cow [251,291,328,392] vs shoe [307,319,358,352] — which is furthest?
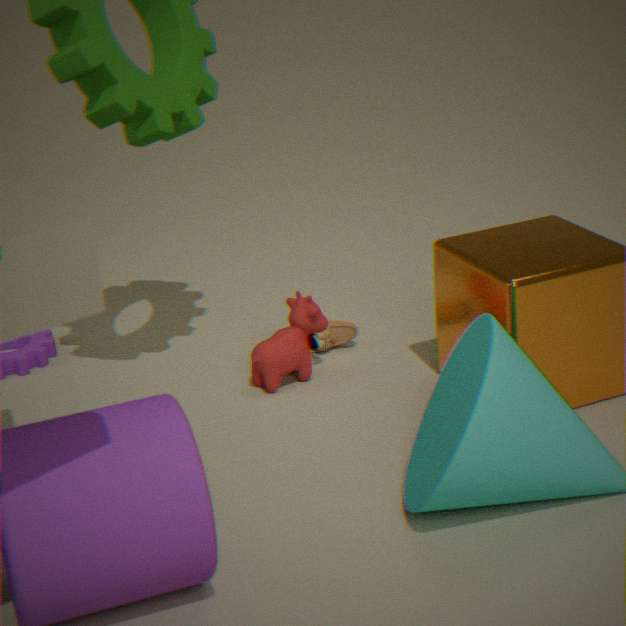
shoe [307,319,358,352]
